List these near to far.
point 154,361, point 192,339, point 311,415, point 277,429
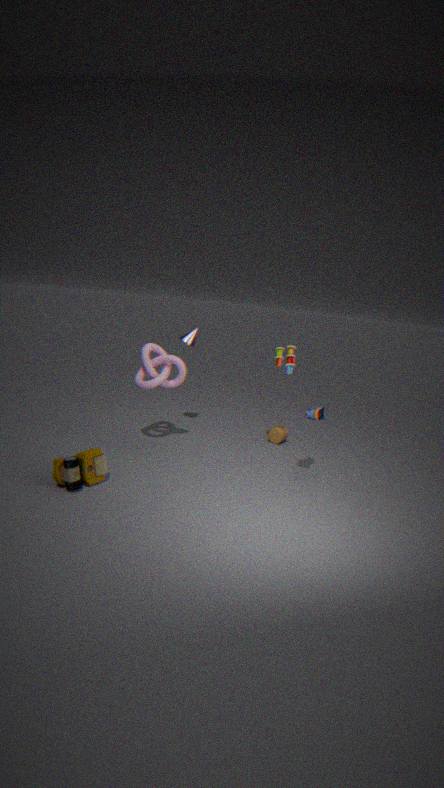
1. point 311,415
2. point 154,361
3. point 192,339
4. point 277,429
